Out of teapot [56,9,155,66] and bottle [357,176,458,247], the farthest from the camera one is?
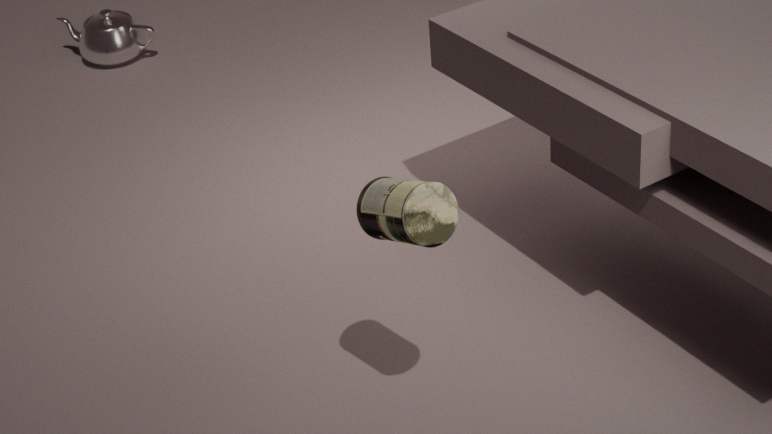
teapot [56,9,155,66]
